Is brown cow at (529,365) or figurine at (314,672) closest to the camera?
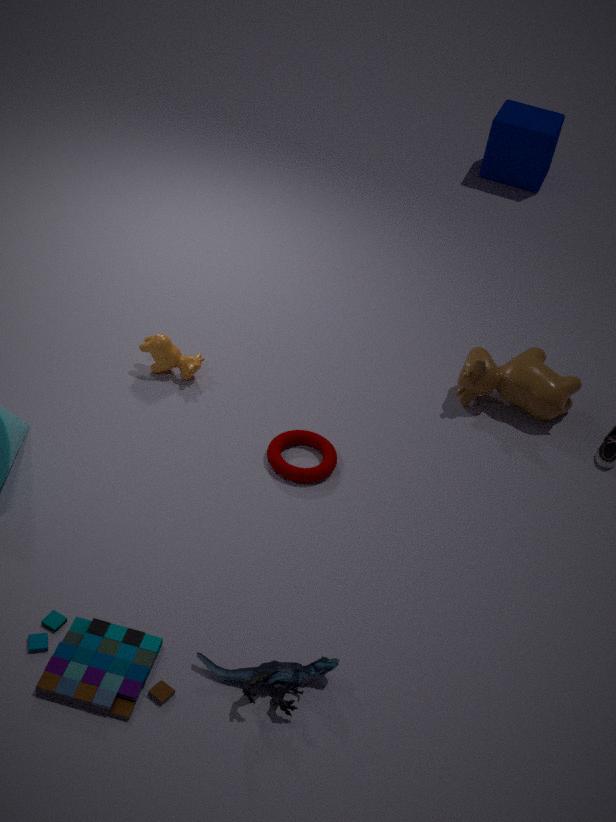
figurine at (314,672)
